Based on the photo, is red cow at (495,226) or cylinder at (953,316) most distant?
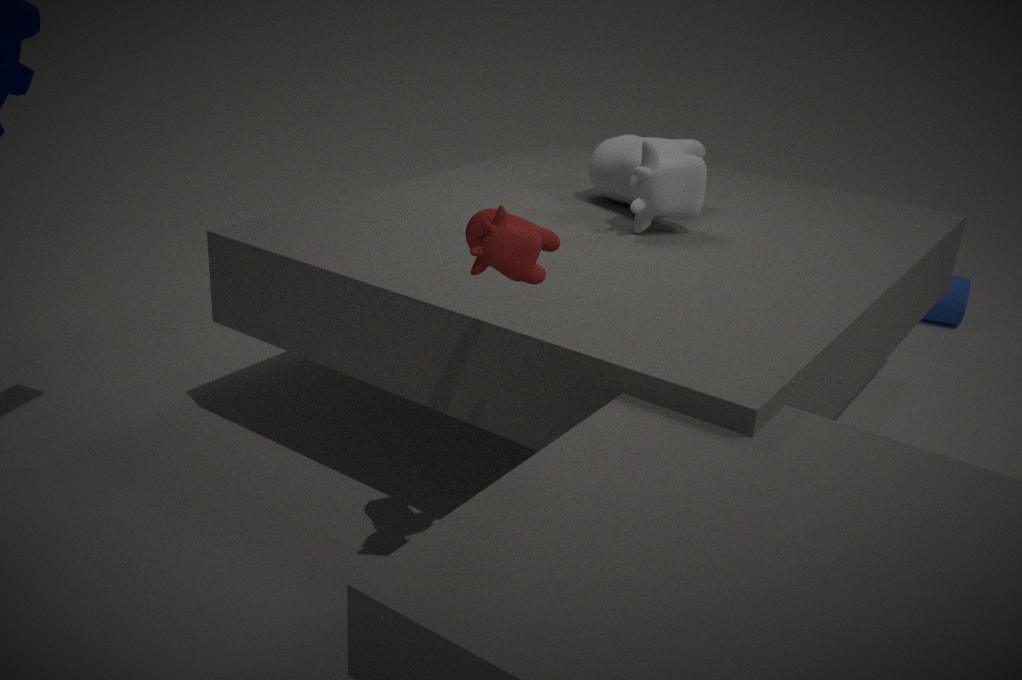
cylinder at (953,316)
